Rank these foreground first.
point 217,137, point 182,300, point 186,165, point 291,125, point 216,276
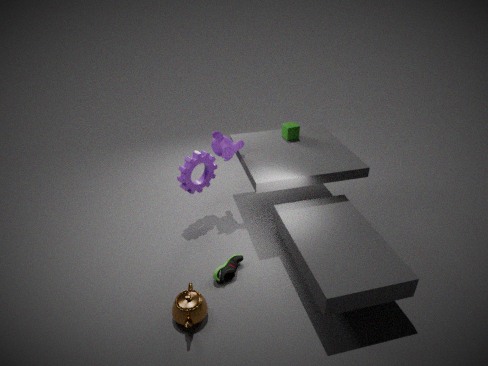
point 182,300
point 216,276
point 186,165
point 217,137
point 291,125
